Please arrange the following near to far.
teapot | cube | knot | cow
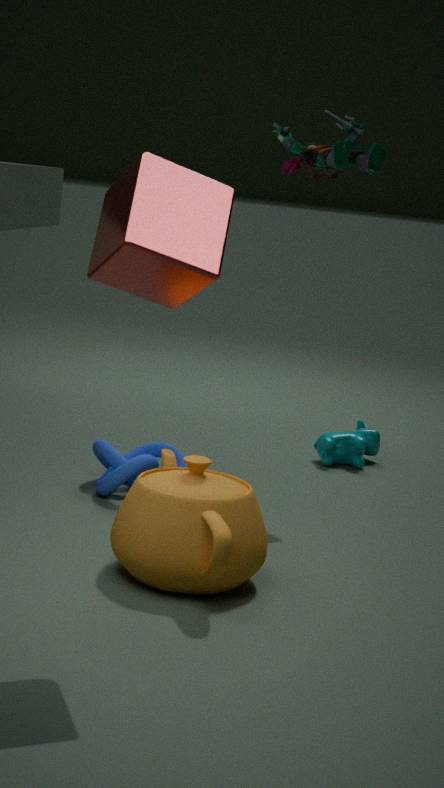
cube → teapot → knot → cow
